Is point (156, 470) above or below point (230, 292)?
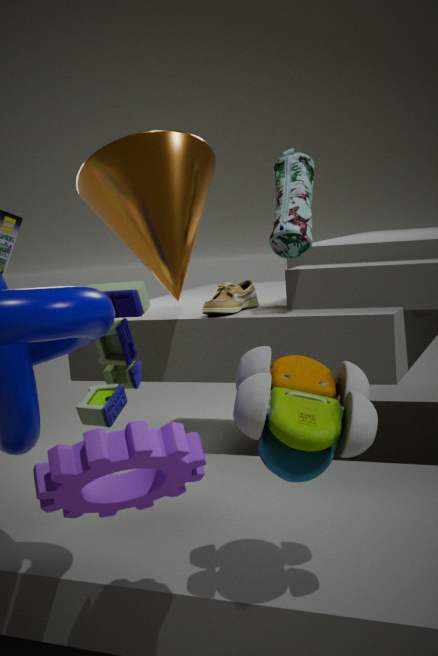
below
